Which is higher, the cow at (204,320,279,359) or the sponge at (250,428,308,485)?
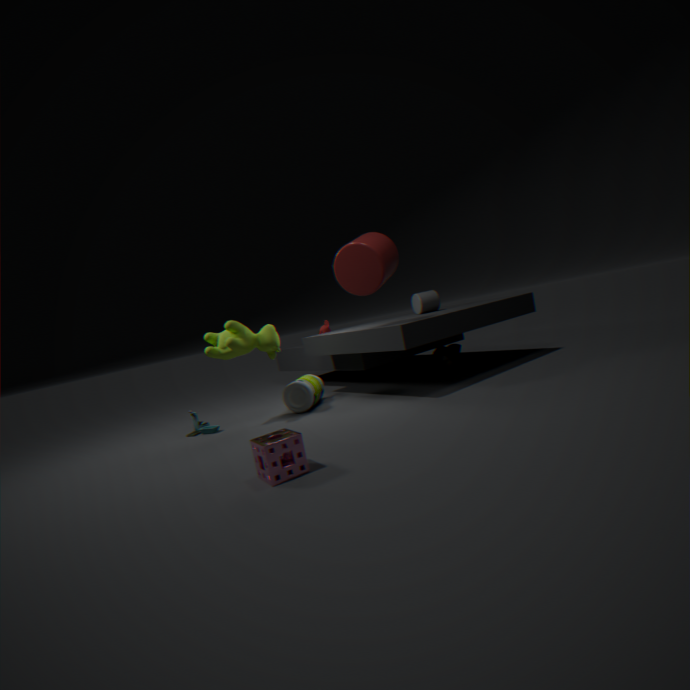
the cow at (204,320,279,359)
